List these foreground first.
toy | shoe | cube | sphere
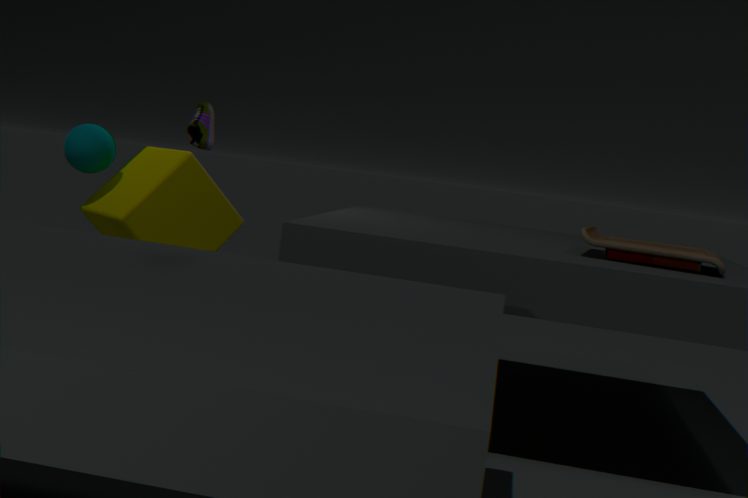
toy, shoe, cube, sphere
